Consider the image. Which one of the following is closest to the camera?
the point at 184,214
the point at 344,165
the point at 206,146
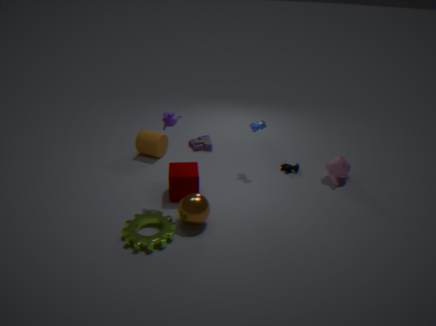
the point at 184,214
